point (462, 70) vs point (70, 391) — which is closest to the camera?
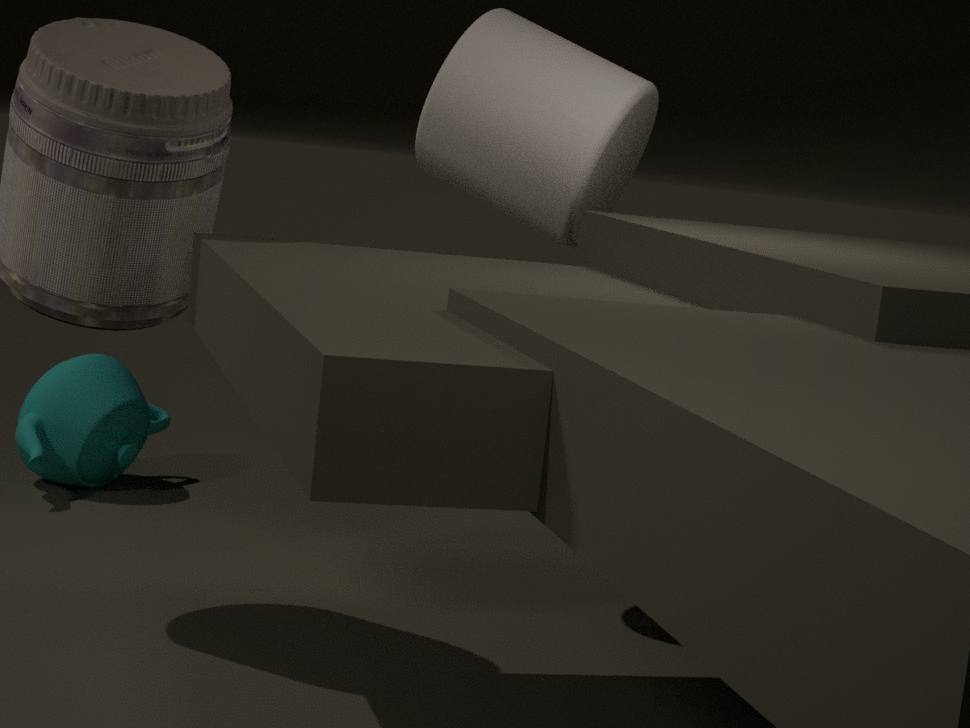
point (462, 70)
